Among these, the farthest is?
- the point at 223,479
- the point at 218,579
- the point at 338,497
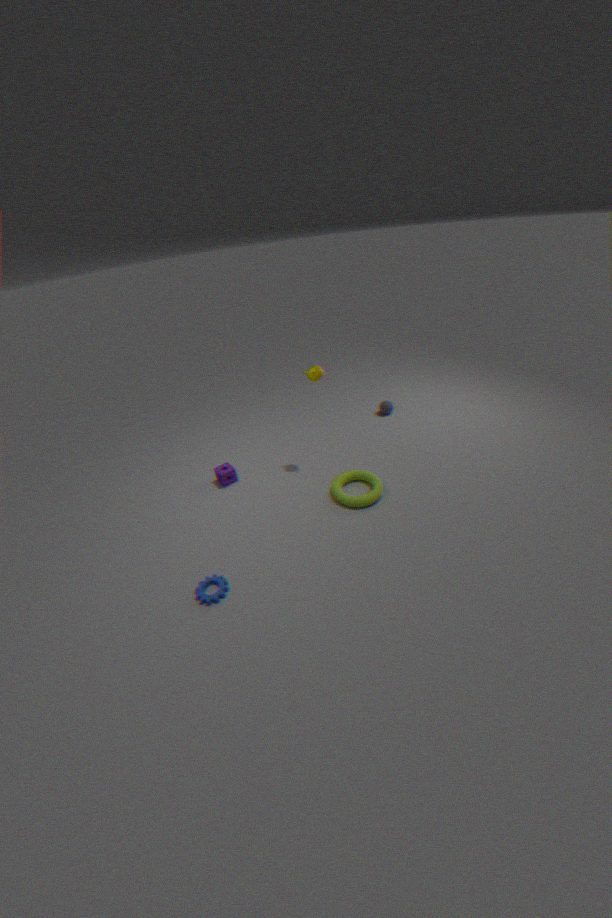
the point at 223,479
